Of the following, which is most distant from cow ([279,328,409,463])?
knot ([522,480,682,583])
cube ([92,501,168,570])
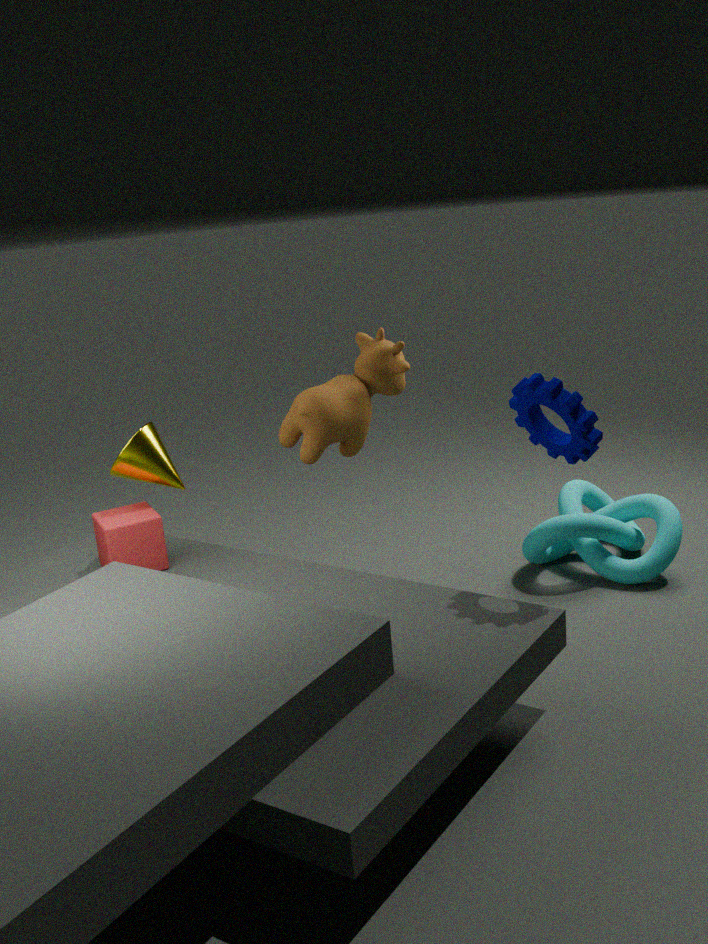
knot ([522,480,682,583])
